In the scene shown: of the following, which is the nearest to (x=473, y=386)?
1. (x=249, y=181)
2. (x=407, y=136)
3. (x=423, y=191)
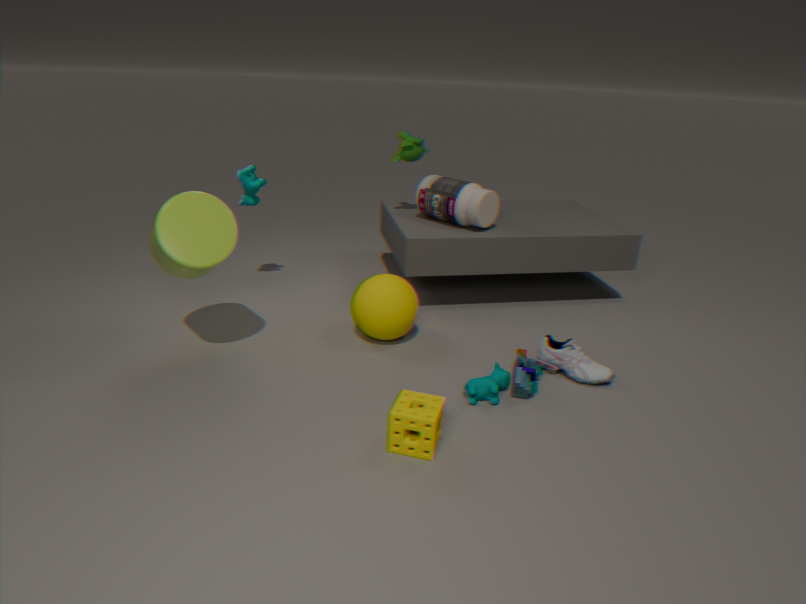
(x=423, y=191)
